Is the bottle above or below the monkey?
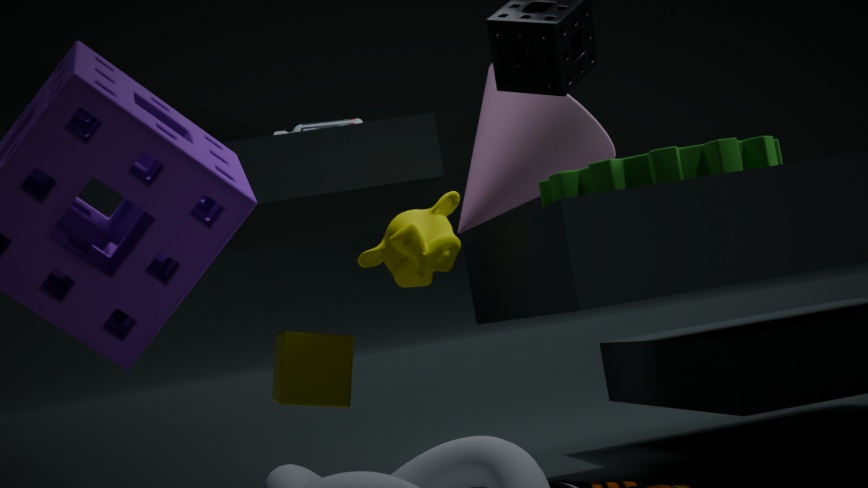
above
